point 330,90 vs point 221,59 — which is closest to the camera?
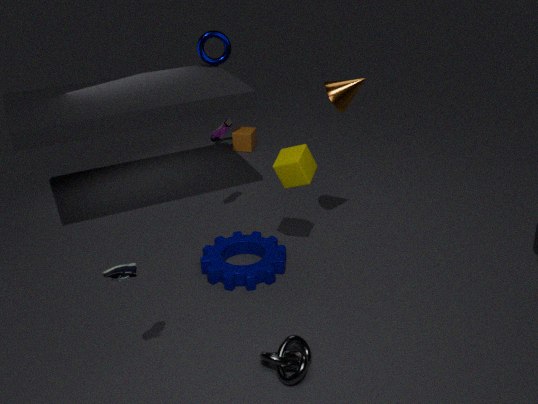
point 330,90
